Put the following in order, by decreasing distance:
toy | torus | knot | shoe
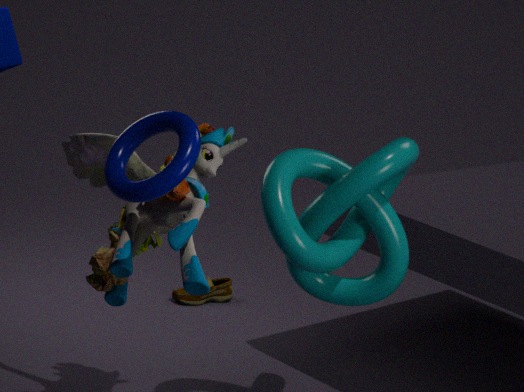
1. shoe
2. knot
3. toy
4. torus
